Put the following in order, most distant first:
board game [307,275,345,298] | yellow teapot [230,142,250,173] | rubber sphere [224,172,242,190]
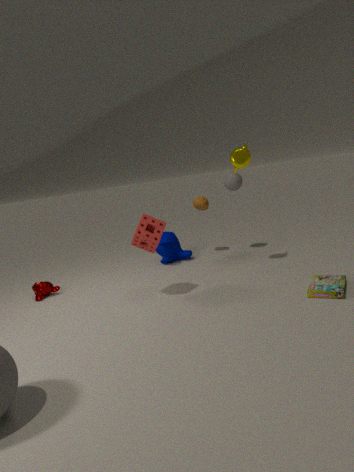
rubber sphere [224,172,242,190] → yellow teapot [230,142,250,173] → board game [307,275,345,298]
